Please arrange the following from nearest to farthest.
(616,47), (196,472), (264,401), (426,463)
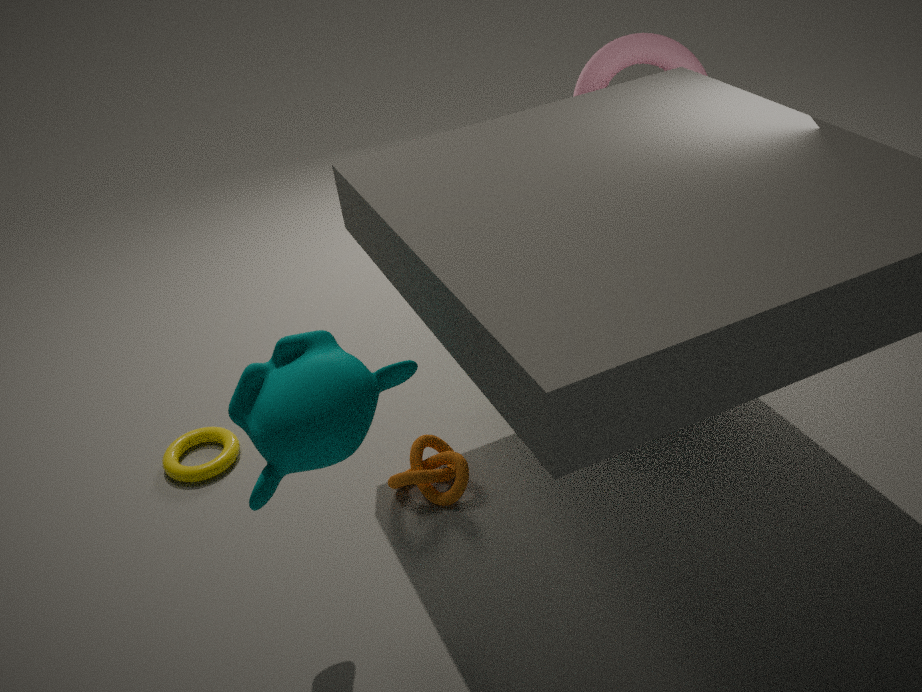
(264,401) → (426,463) → (196,472) → (616,47)
